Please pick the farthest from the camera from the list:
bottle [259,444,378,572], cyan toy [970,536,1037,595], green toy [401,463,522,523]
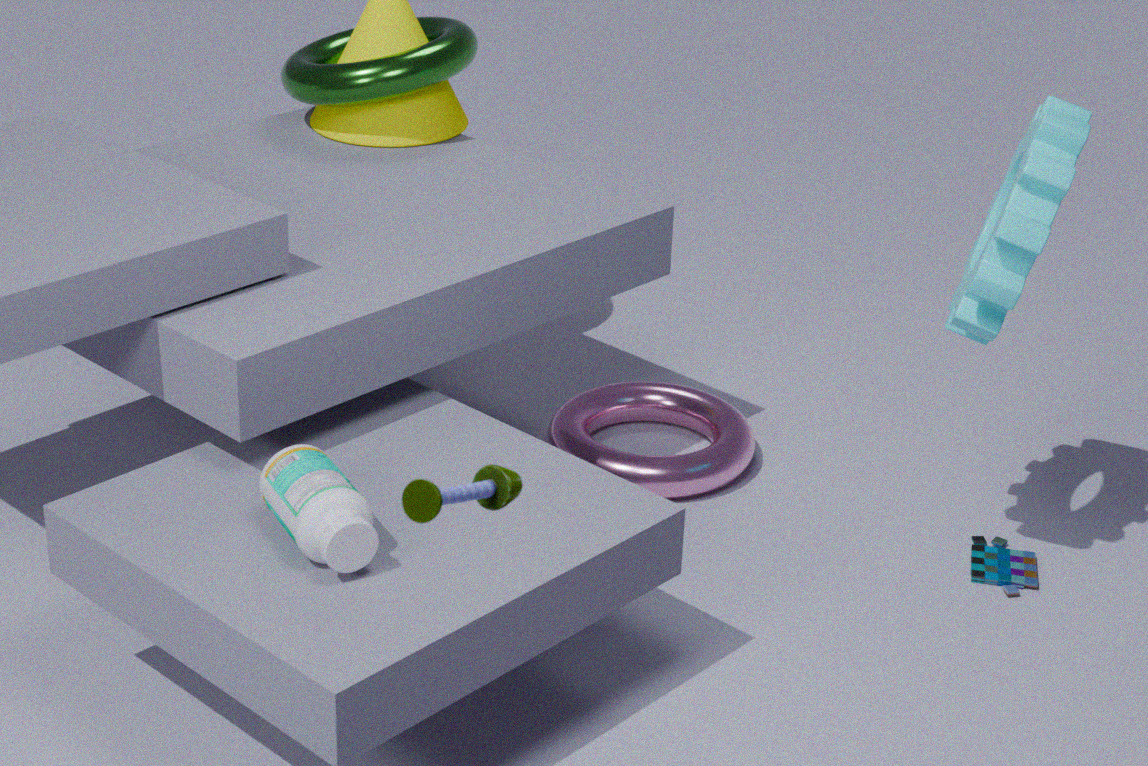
cyan toy [970,536,1037,595]
